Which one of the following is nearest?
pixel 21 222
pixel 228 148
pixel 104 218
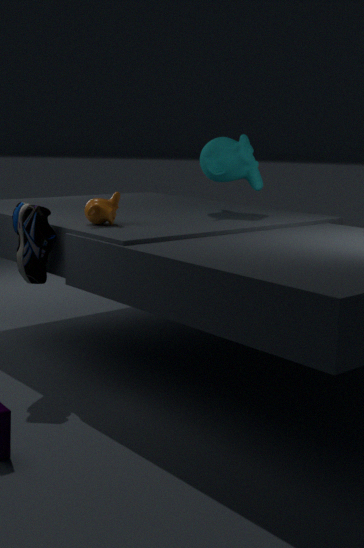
pixel 21 222
